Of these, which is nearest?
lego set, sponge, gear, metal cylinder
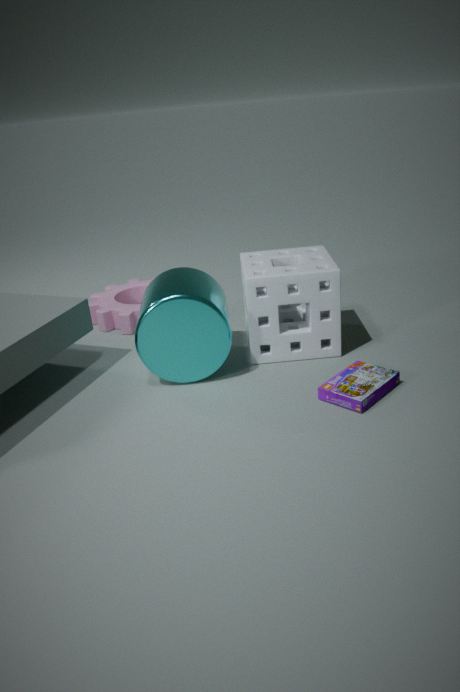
lego set
